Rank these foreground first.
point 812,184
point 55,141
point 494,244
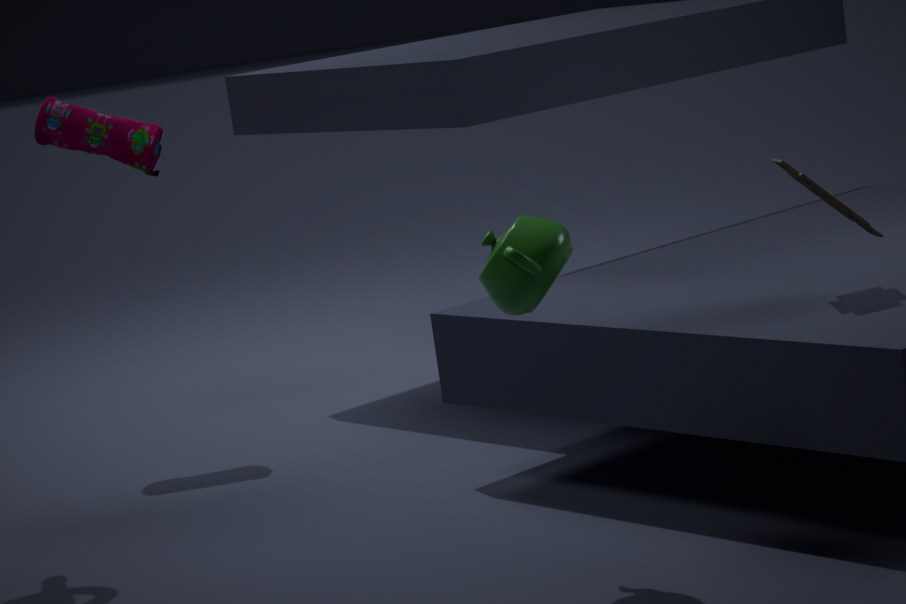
1. point 494,244
2. point 812,184
3. point 55,141
